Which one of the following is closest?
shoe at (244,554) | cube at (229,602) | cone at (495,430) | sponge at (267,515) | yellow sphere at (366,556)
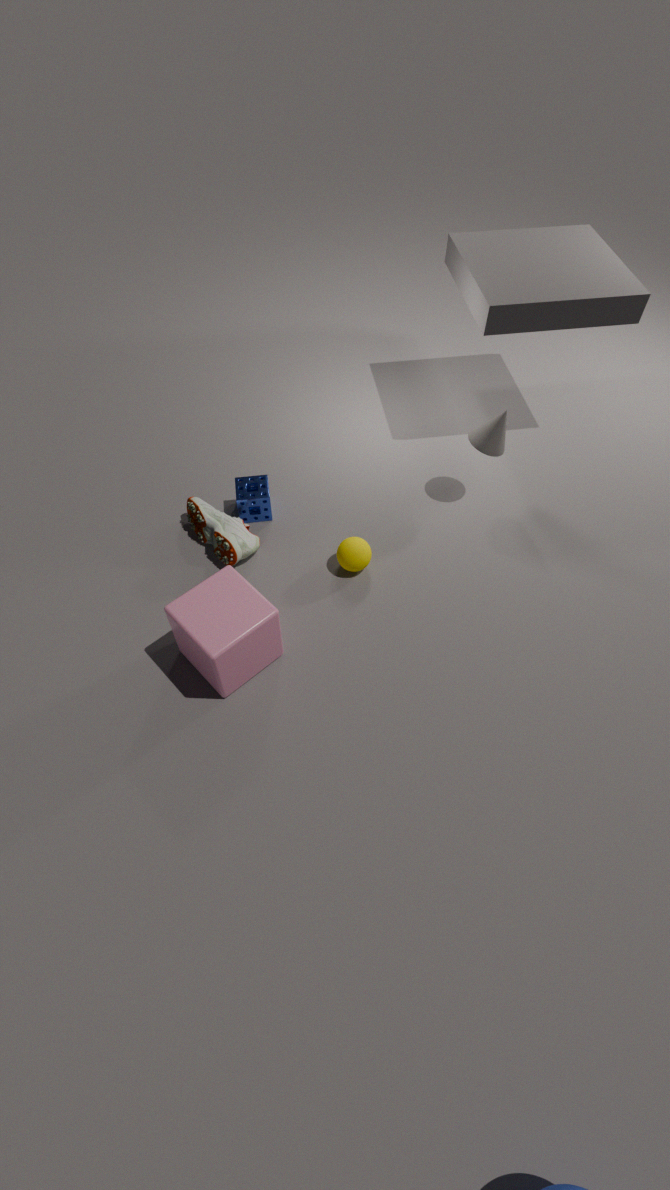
cube at (229,602)
